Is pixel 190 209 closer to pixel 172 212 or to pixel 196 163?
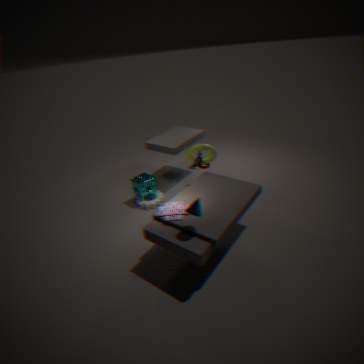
pixel 172 212
